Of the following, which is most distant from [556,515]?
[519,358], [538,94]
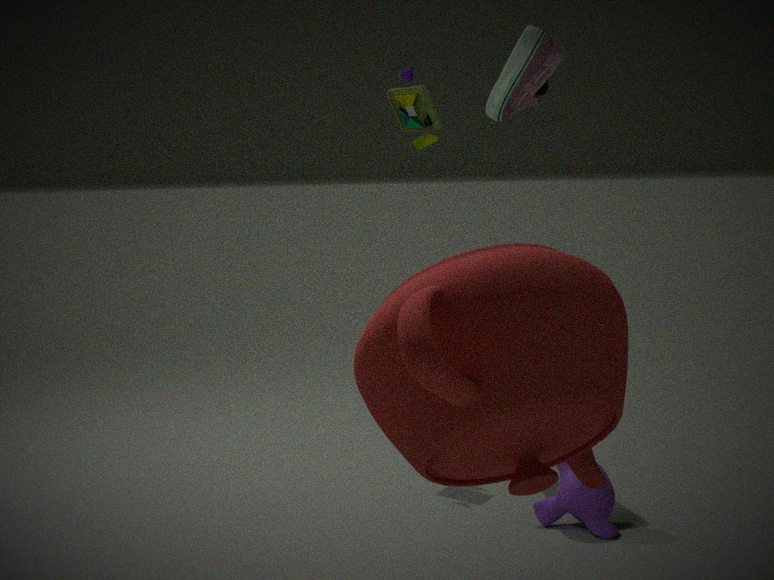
[519,358]
